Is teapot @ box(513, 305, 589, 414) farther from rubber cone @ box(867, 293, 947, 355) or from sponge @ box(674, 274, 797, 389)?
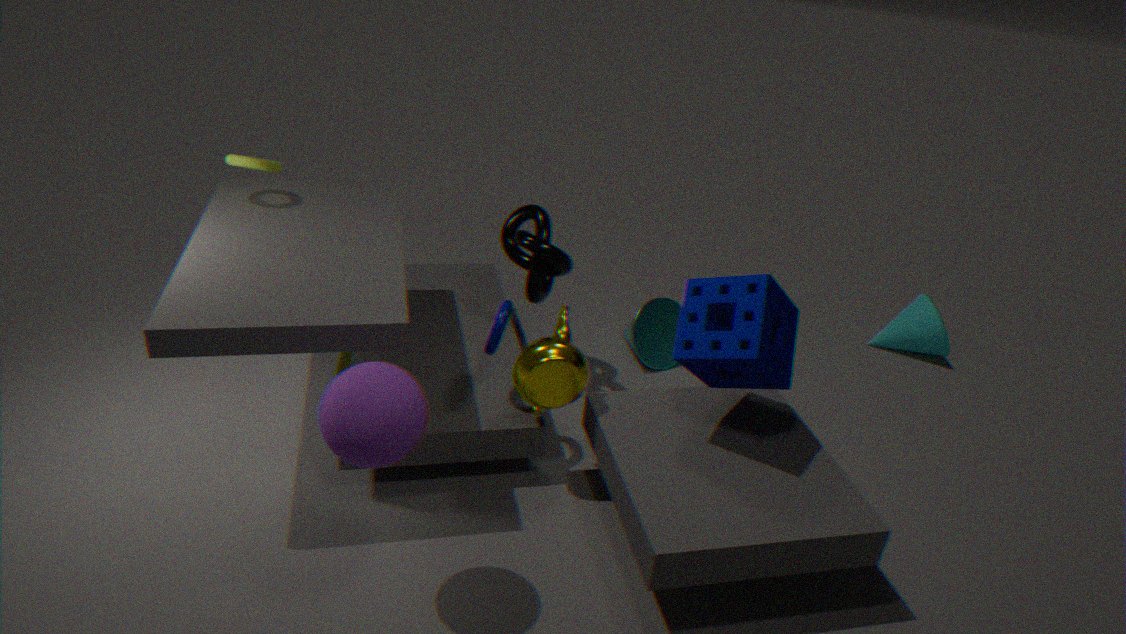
rubber cone @ box(867, 293, 947, 355)
